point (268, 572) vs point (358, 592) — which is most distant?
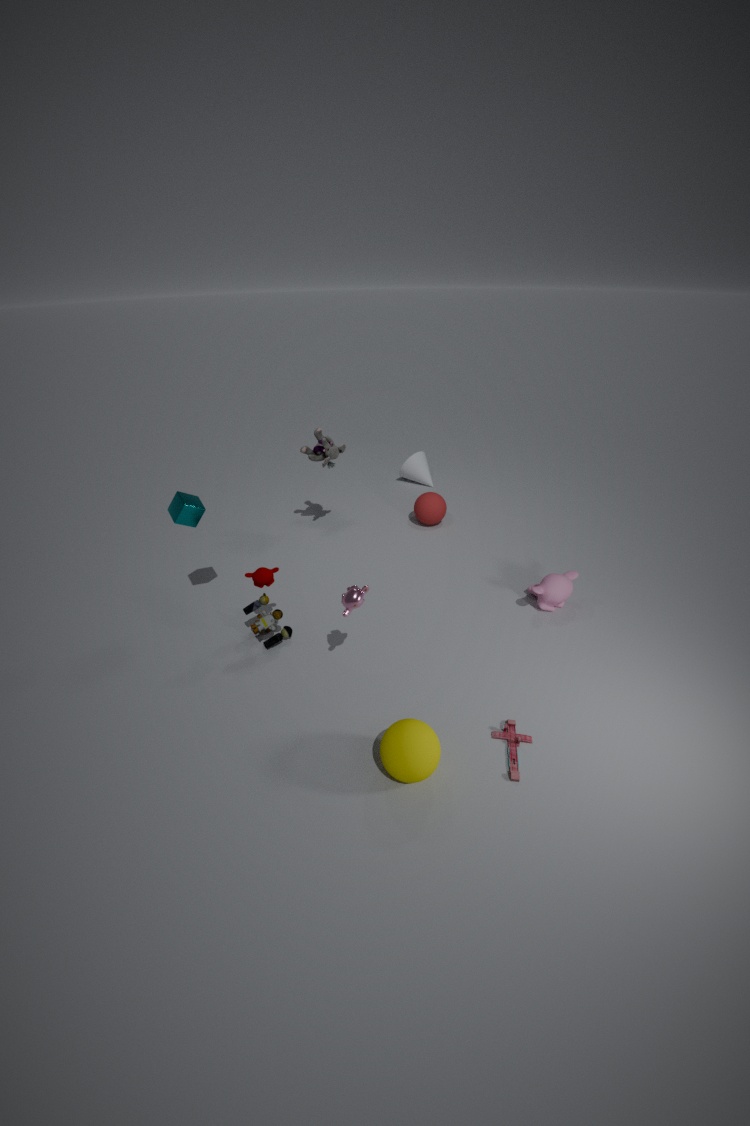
point (268, 572)
